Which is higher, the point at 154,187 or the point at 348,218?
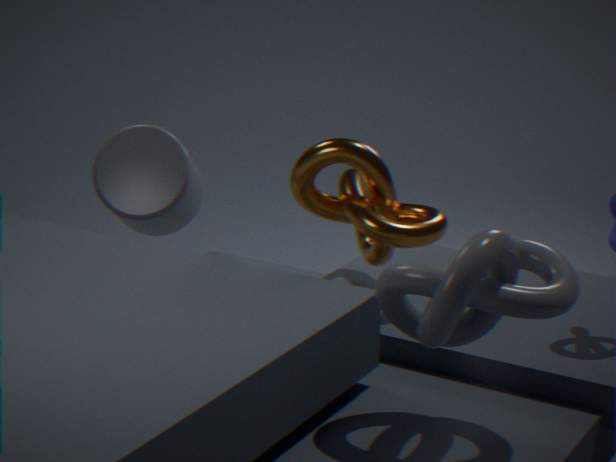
the point at 348,218
